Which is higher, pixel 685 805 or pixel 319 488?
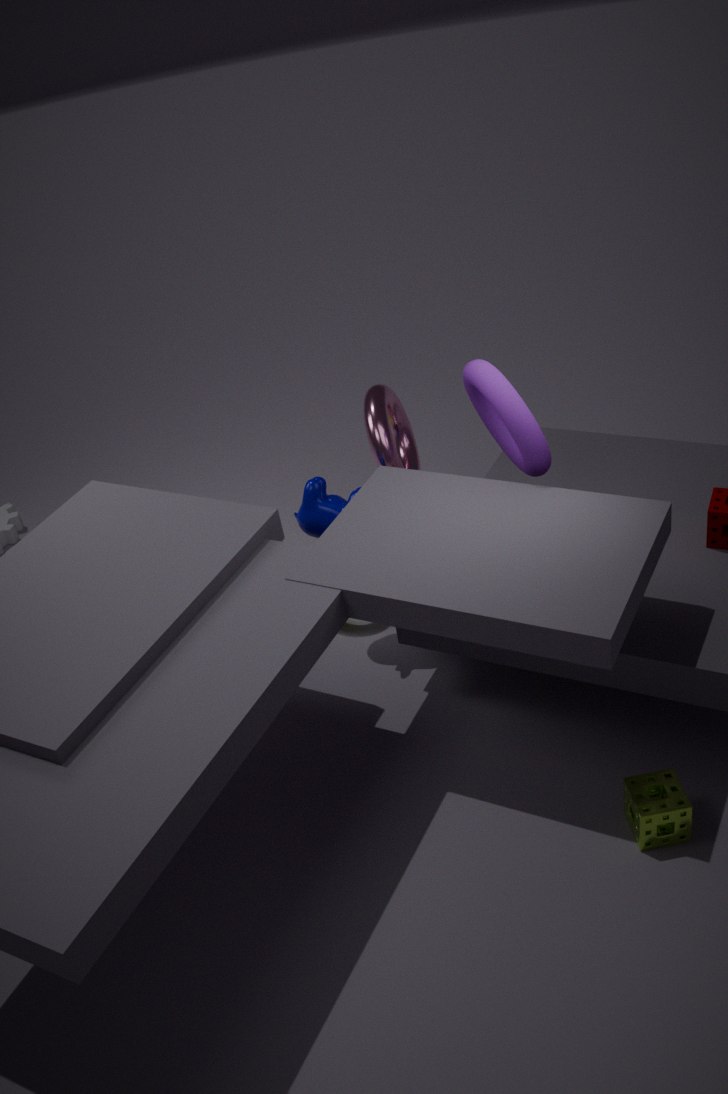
pixel 319 488
